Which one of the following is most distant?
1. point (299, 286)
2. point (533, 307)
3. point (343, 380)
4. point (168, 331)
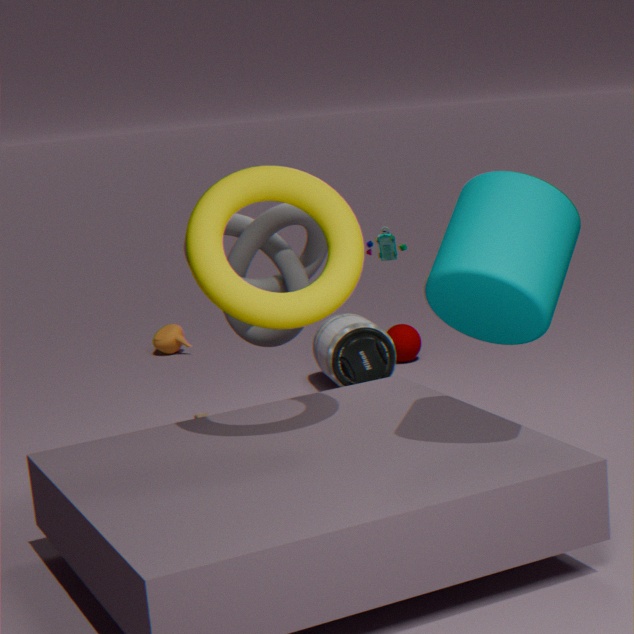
point (168, 331)
